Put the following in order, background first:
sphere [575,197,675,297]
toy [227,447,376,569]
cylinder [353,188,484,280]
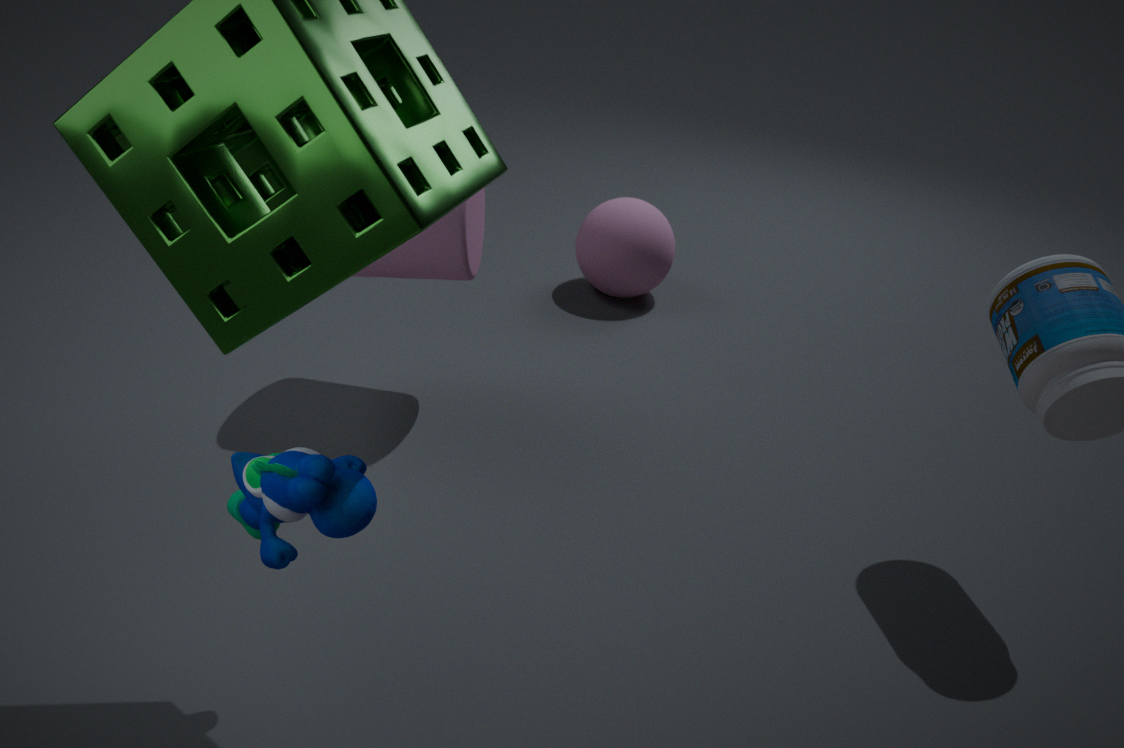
sphere [575,197,675,297], cylinder [353,188,484,280], toy [227,447,376,569]
